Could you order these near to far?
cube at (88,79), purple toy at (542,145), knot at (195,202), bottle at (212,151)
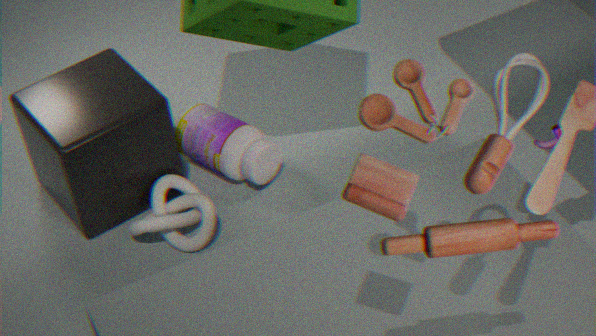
purple toy at (542,145), cube at (88,79), knot at (195,202), bottle at (212,151)
